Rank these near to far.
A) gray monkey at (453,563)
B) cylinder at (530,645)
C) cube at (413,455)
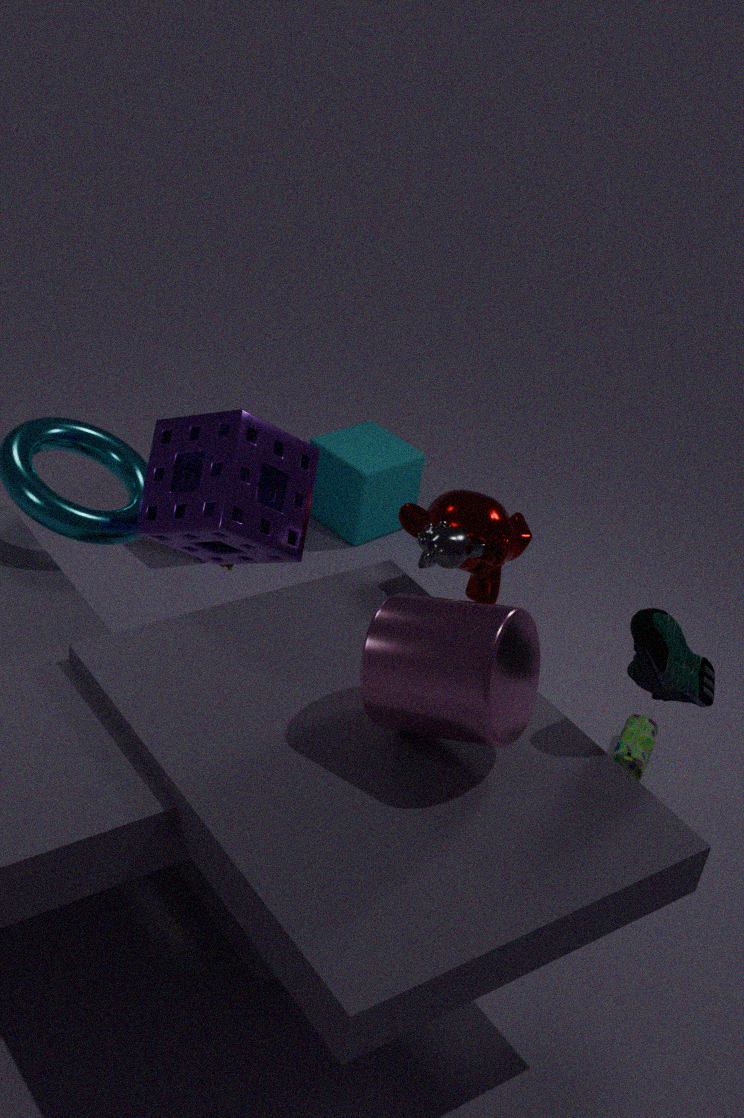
cylinder at (530,645), gray monkey at (453,563), cube at (413,455)
